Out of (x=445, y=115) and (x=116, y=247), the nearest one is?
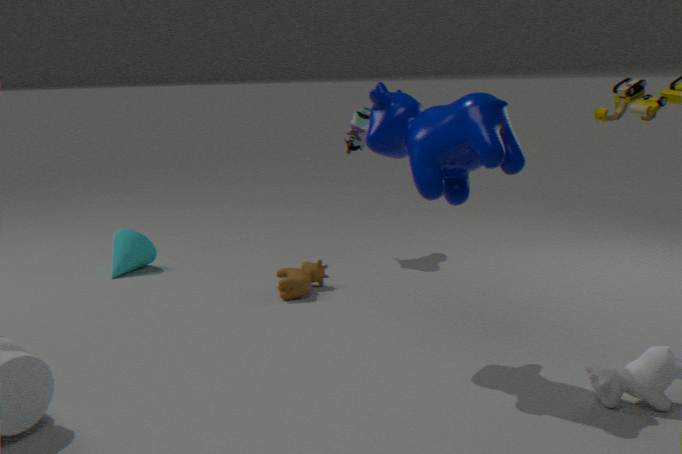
(x=445, y=115)
